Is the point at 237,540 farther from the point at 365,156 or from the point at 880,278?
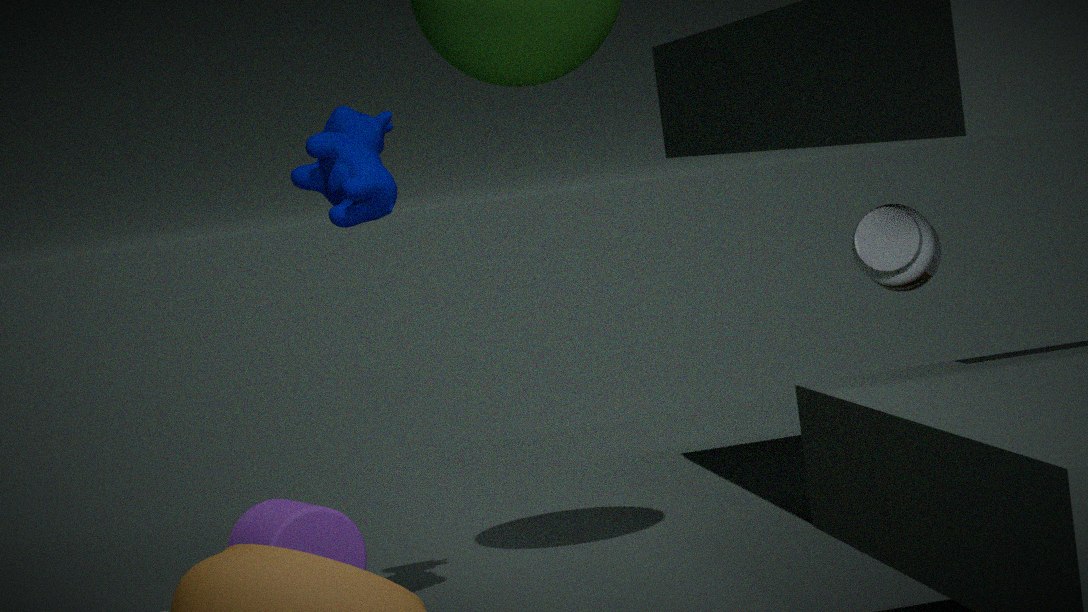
the point at 880,278
